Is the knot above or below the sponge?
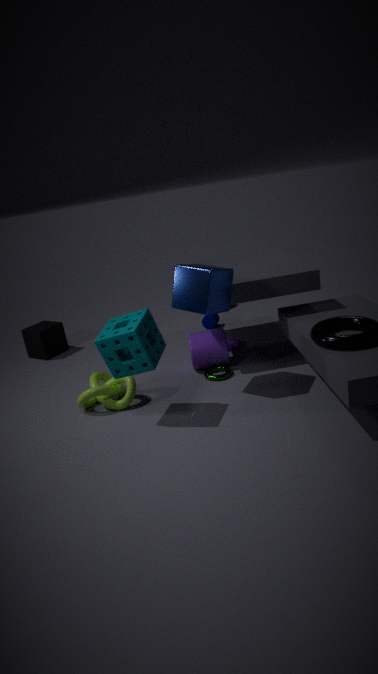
below
